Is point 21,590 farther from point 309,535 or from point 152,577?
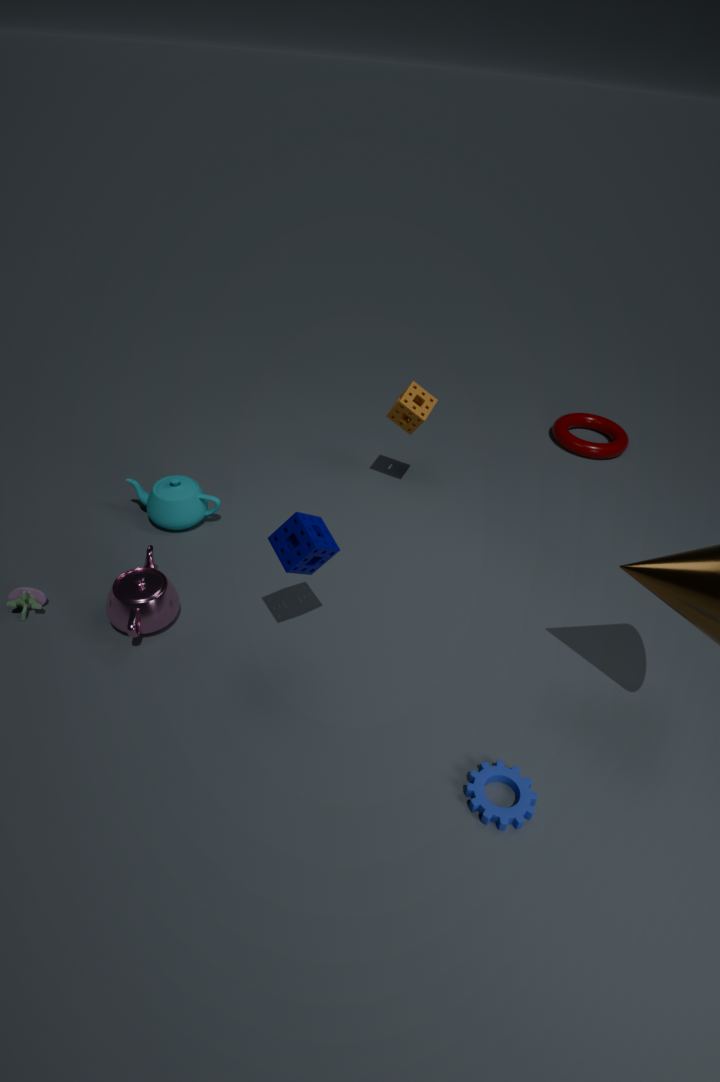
point 309,535
